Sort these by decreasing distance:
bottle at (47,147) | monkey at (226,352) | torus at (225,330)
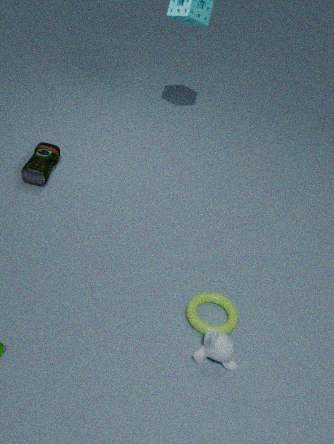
bottle at (47,147) → torus at (225,330) → monkey at (226,352)
